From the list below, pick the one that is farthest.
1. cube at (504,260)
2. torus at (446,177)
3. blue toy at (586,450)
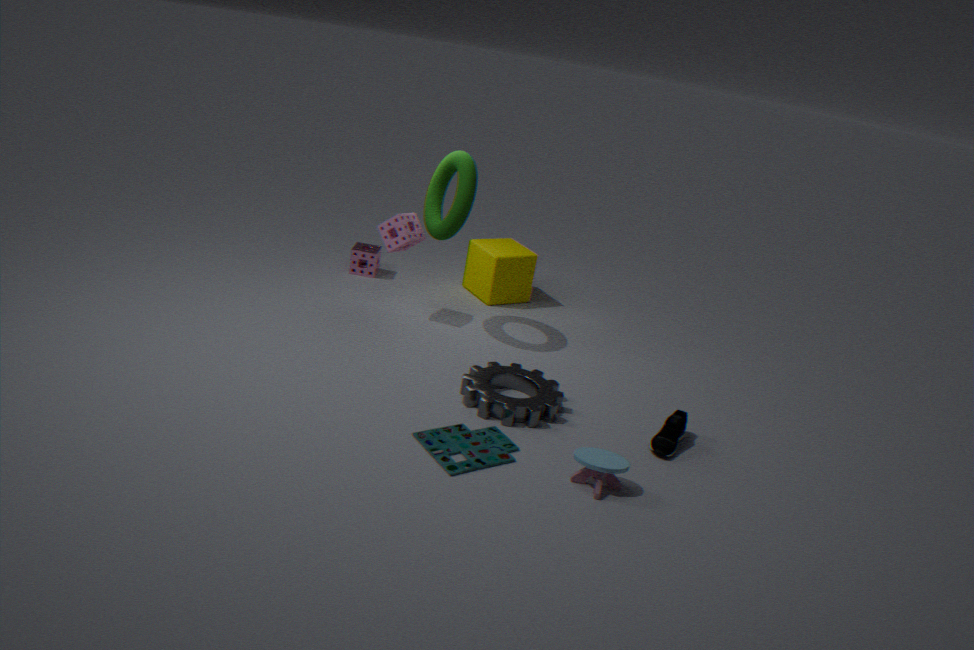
cube at (504,260)
